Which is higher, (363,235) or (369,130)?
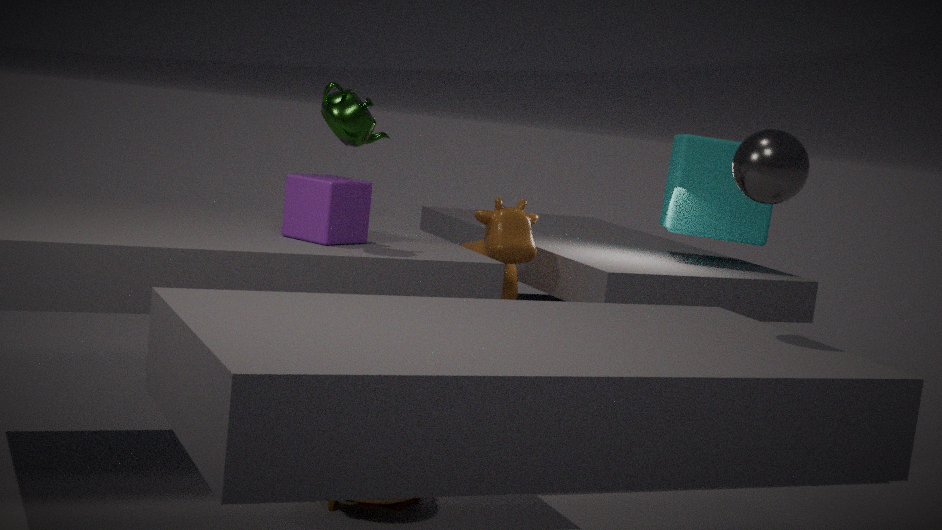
(369,130)
